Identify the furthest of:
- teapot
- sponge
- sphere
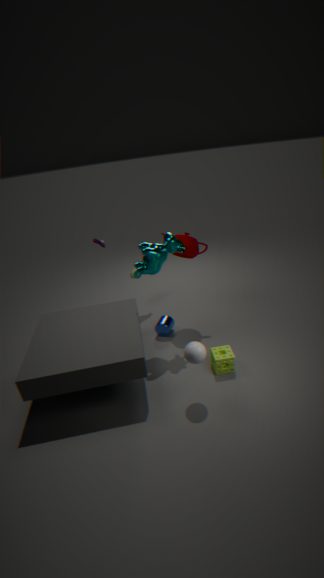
teapot
